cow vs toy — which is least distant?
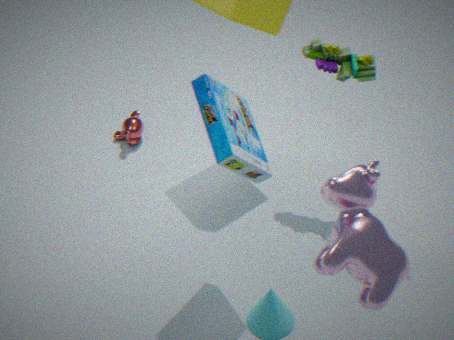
cow
